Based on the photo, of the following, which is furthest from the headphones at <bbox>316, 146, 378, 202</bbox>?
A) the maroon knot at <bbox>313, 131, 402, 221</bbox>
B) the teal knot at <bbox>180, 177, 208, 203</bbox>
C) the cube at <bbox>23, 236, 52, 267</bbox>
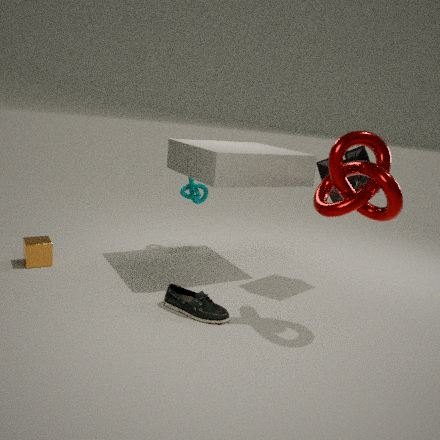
the cube at <bbox>23, 236, 52, 267</bbox>
